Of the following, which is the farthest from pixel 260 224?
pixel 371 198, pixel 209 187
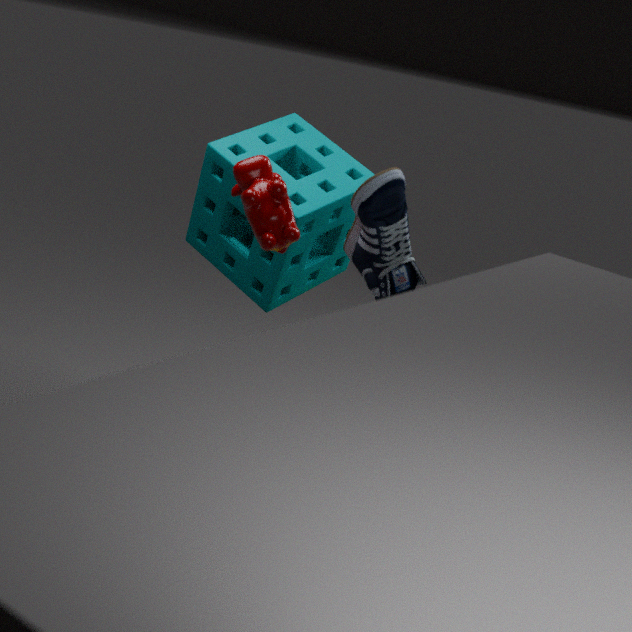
pixel 209 187
